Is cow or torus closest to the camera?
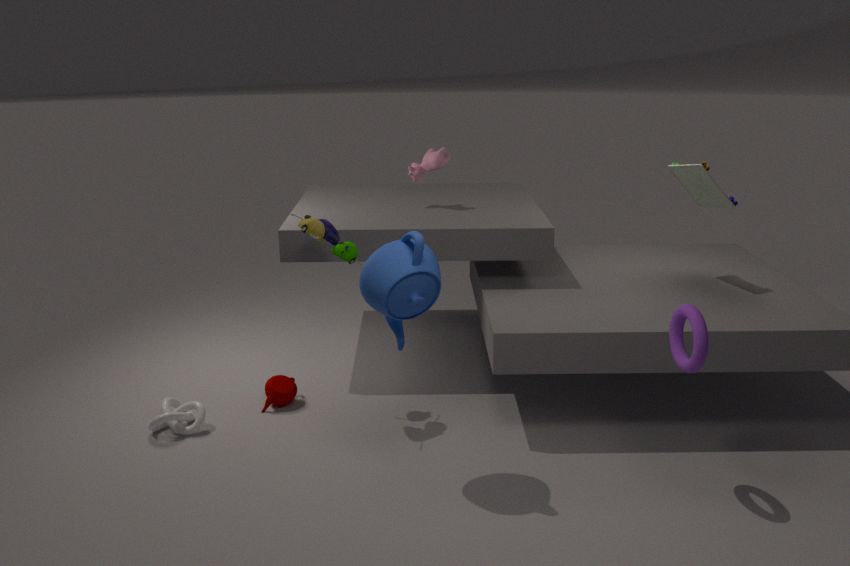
torus
